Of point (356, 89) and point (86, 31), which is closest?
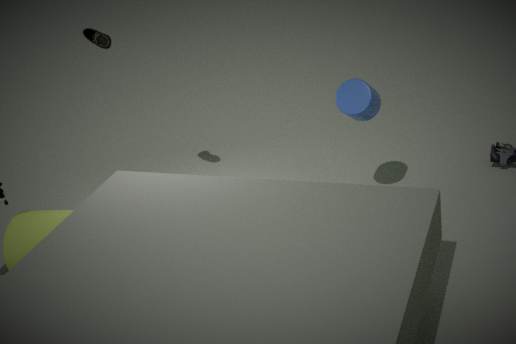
point (356, 89)
